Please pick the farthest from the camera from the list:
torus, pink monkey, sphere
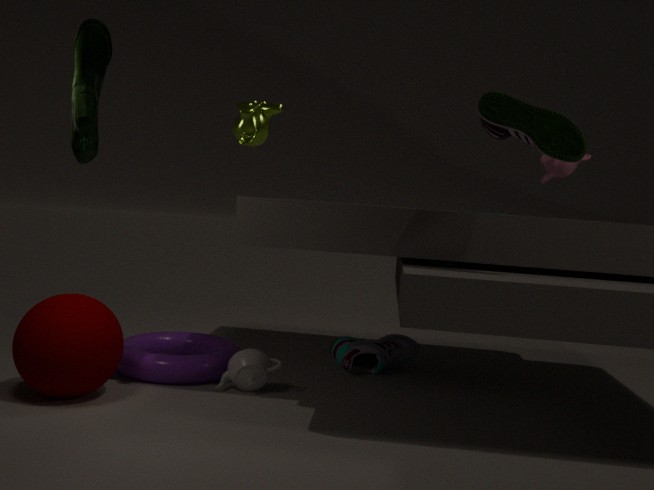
pink monkey
